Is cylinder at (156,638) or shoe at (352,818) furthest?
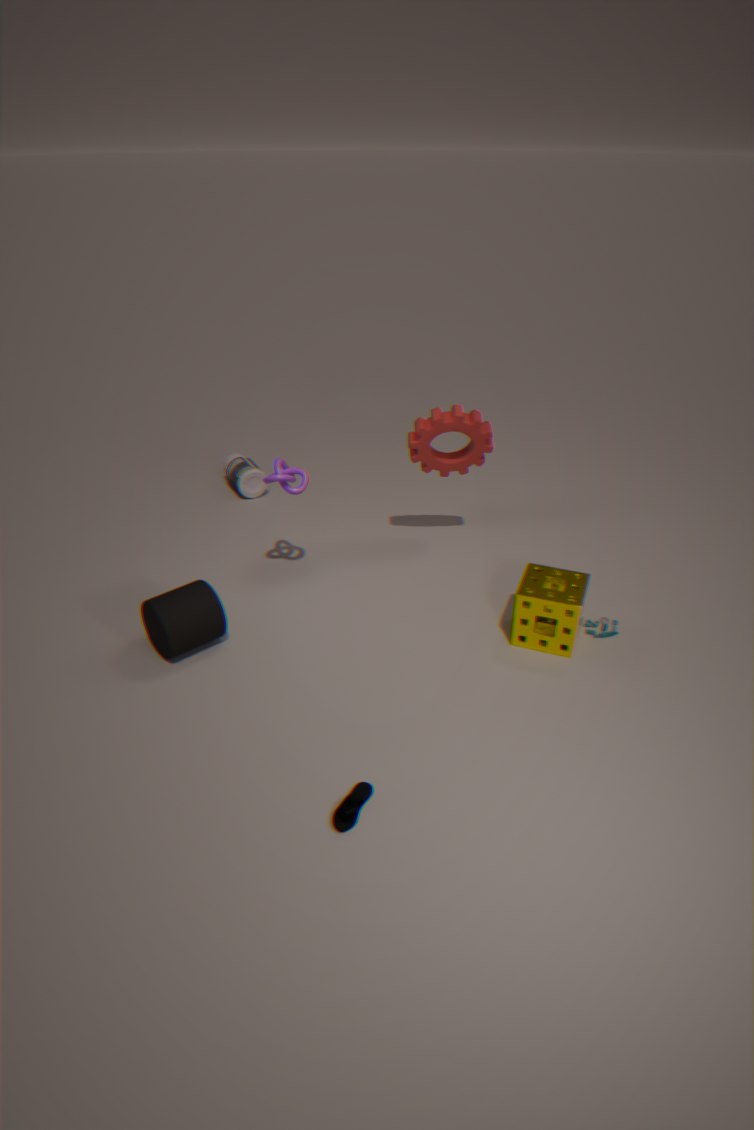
cylinder at (156,638)
